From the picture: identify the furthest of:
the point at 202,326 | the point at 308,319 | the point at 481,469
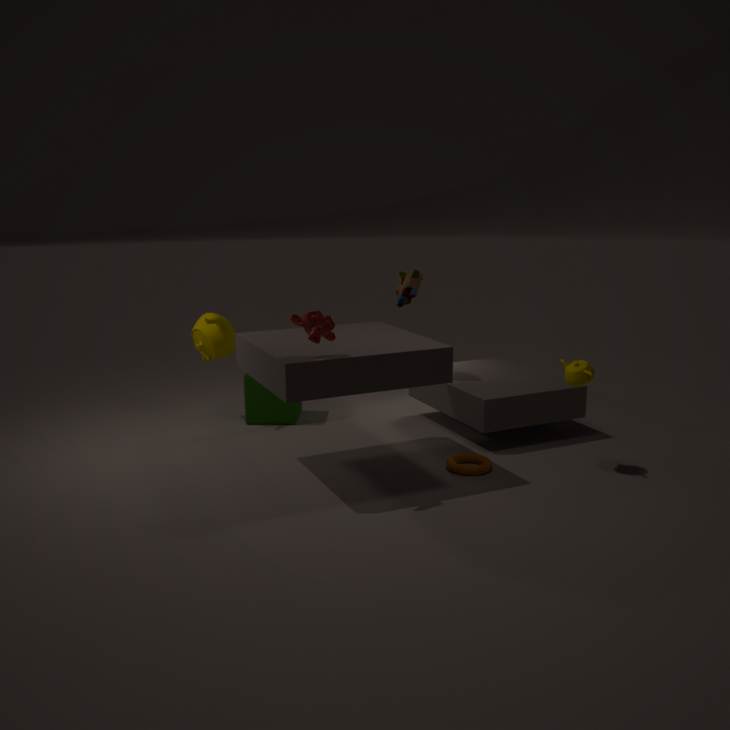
the point at 202,326
